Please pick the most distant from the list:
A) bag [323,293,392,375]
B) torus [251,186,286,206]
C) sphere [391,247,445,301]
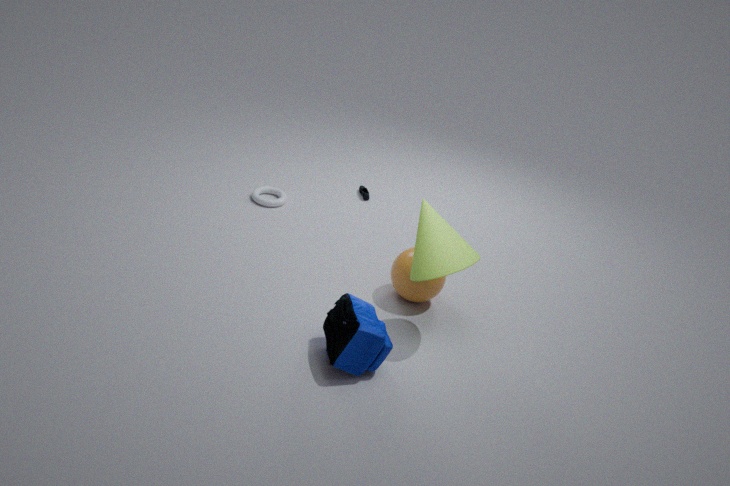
torus [251,186,286,206]
